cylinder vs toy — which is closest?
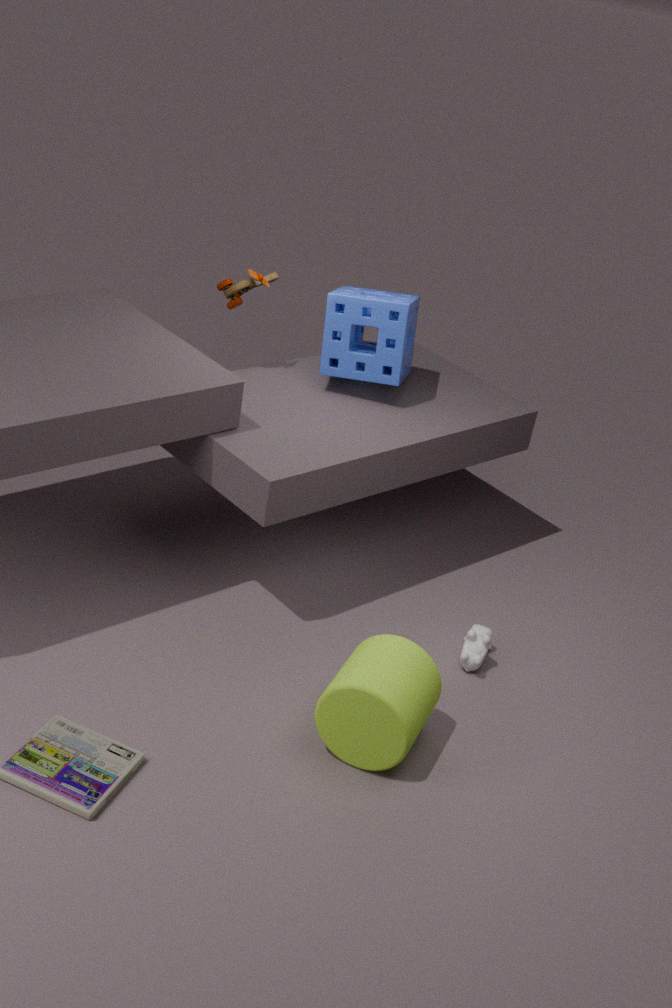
cylinder
